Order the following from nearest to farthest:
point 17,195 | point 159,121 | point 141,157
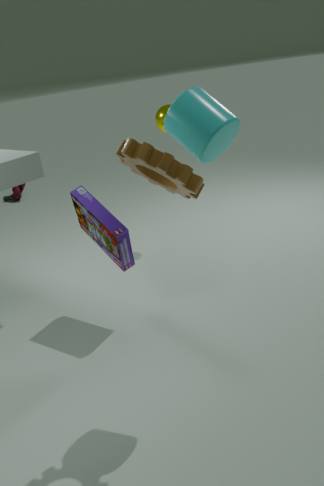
1. point 141,157
2. point 159,121
3. point 17,195
